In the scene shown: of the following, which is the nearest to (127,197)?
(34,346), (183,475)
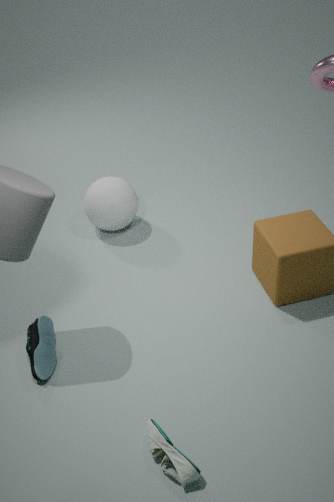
(34,346)
